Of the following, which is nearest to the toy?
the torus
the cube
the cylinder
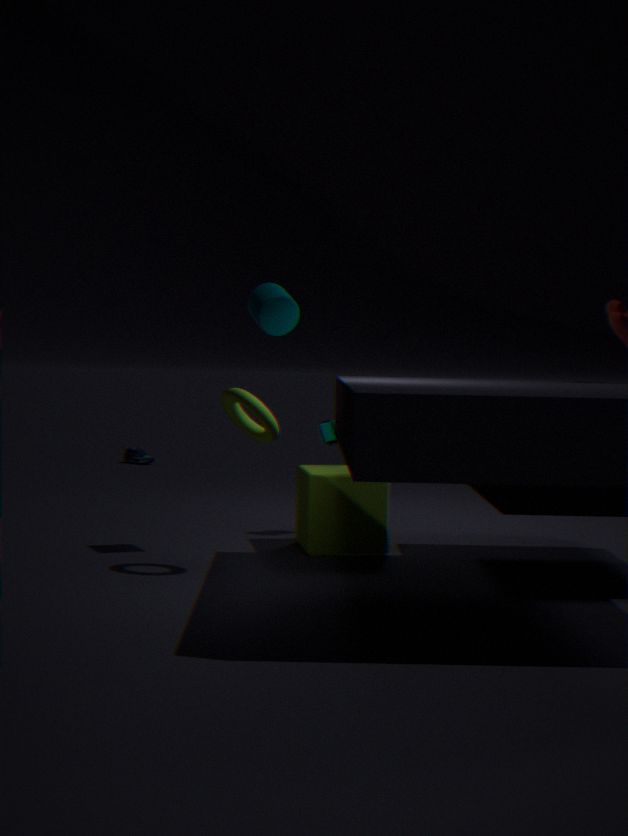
the cube
